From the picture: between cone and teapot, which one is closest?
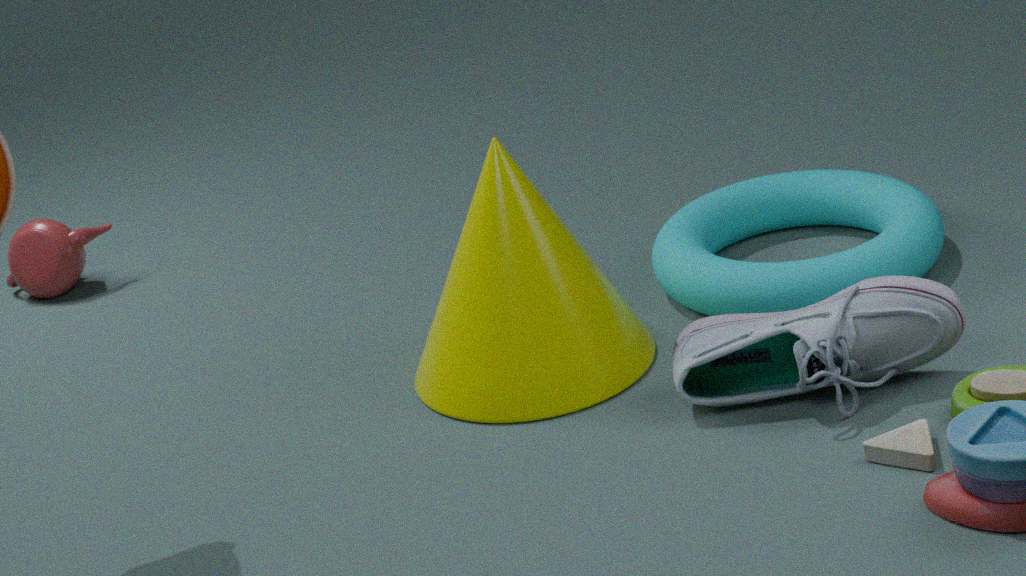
cone
